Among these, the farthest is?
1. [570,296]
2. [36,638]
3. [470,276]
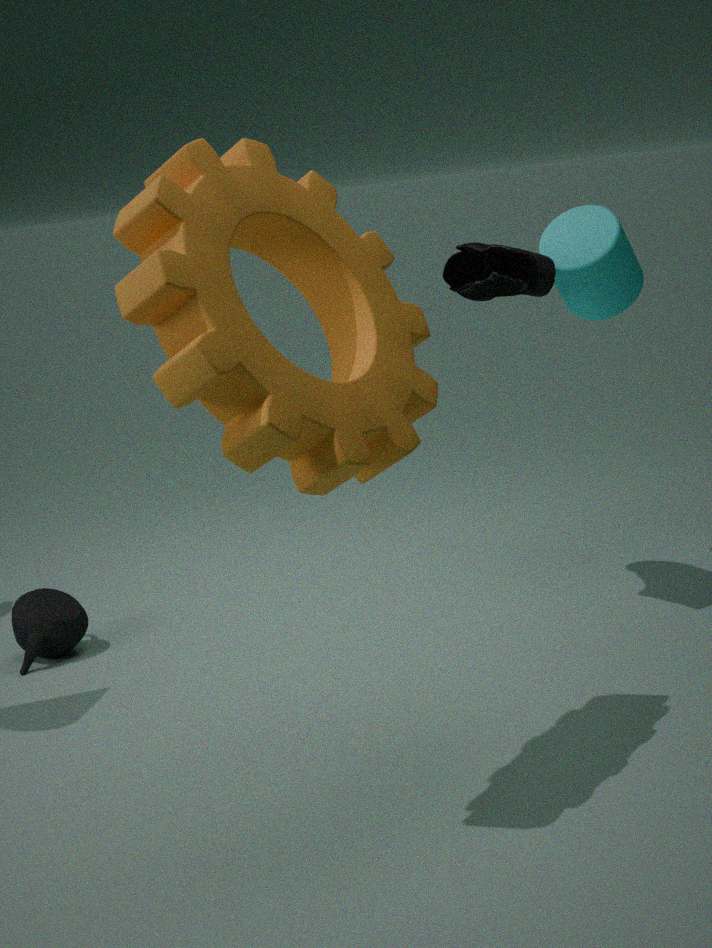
[570,296]
